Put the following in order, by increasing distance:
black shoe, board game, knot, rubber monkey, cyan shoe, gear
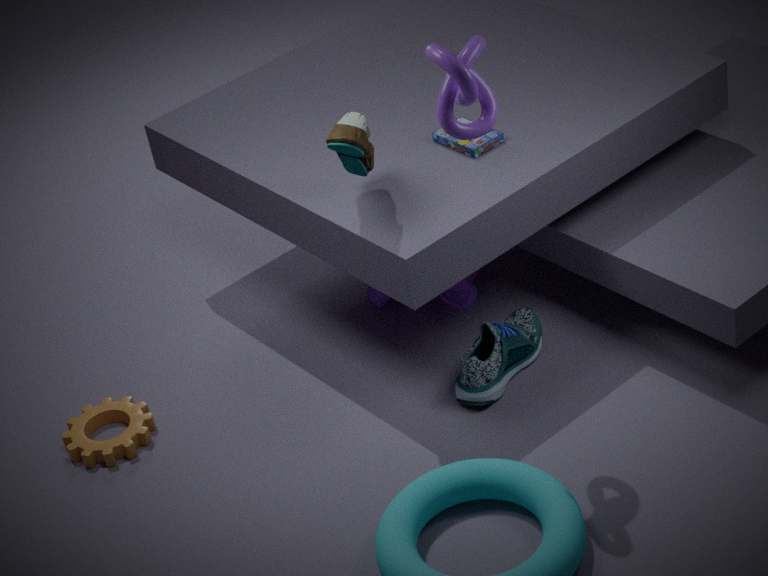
knot, black shoe, cyan shoe, board game, gear, rubber monkey
